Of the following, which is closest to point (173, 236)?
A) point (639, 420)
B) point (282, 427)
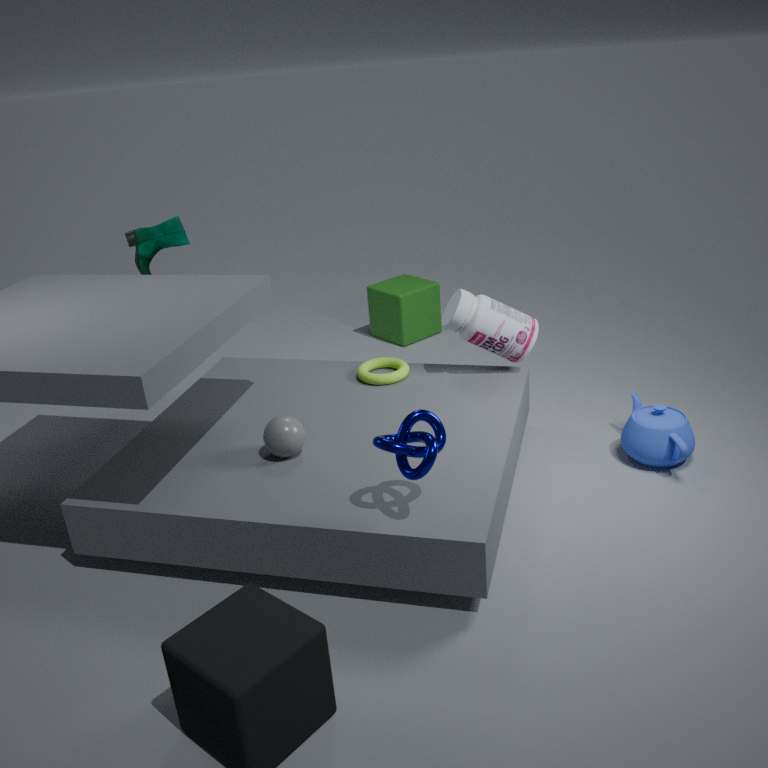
point (282, 427)
